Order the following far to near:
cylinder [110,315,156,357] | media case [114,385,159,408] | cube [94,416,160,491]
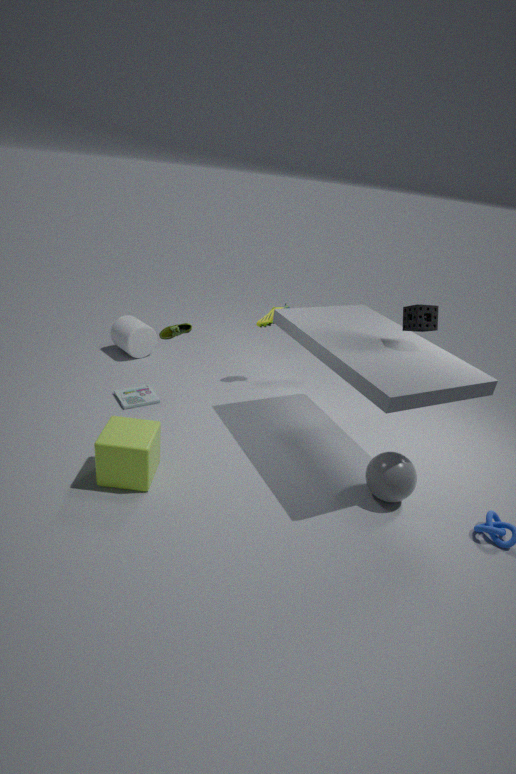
cylinder [110,315,156,357]
media case [114,385,159,408]
cube [94,416,160,491]
